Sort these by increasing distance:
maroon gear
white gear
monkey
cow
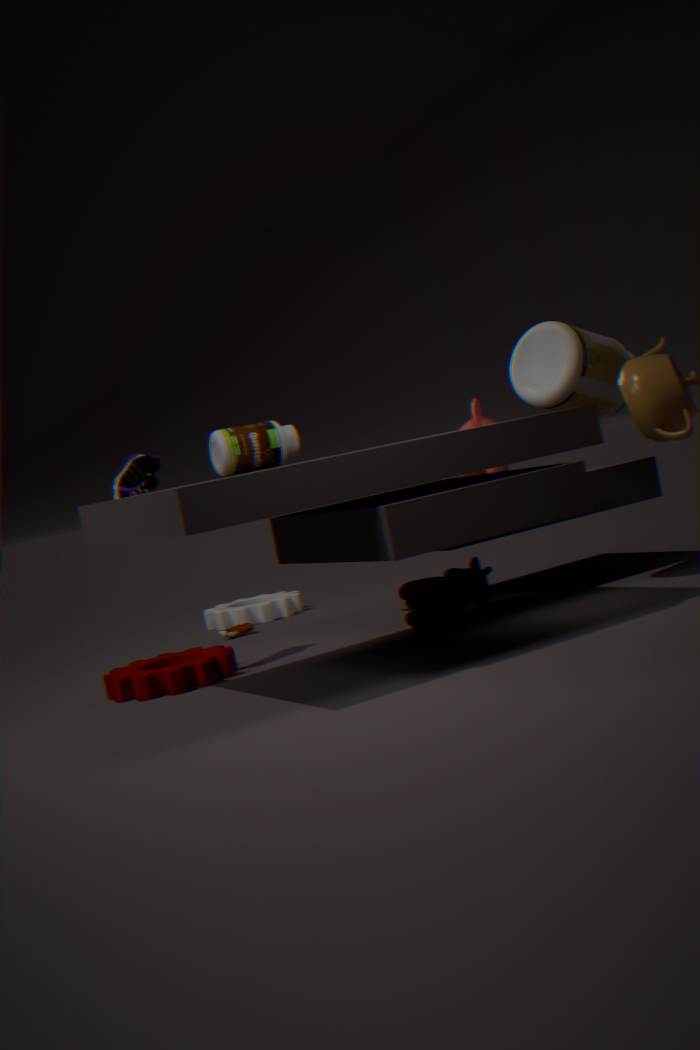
maroon gear < cow < monkey < white gear
